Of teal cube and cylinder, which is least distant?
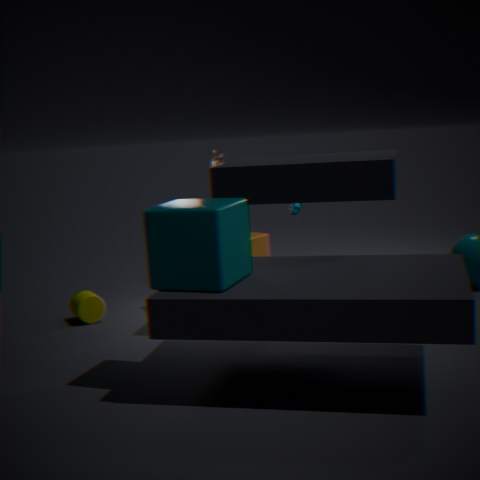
teal cube
